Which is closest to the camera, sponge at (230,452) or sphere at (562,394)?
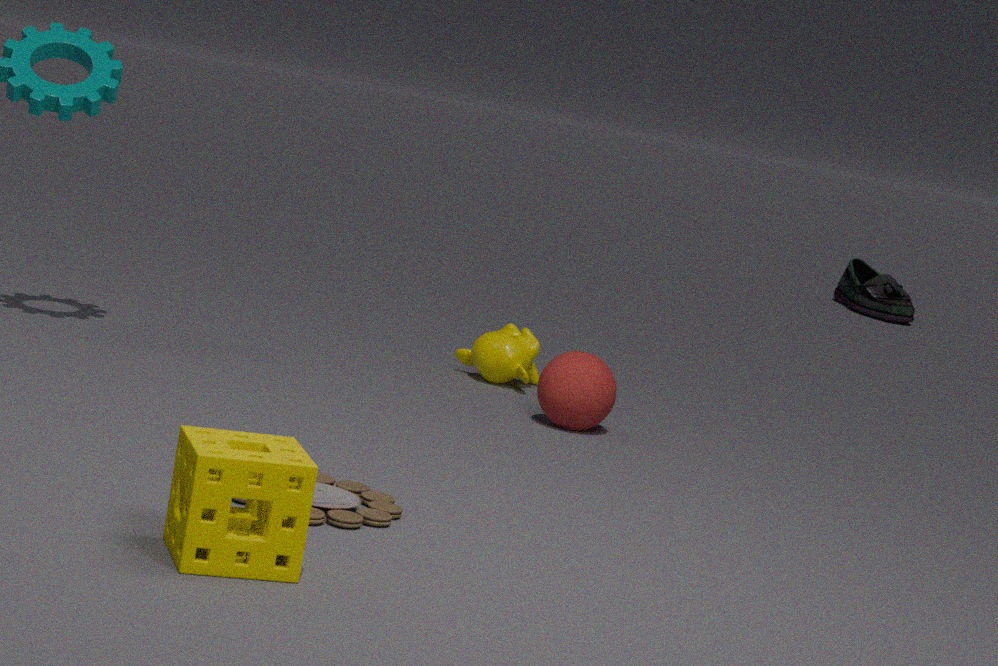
sponge at (230,452)
